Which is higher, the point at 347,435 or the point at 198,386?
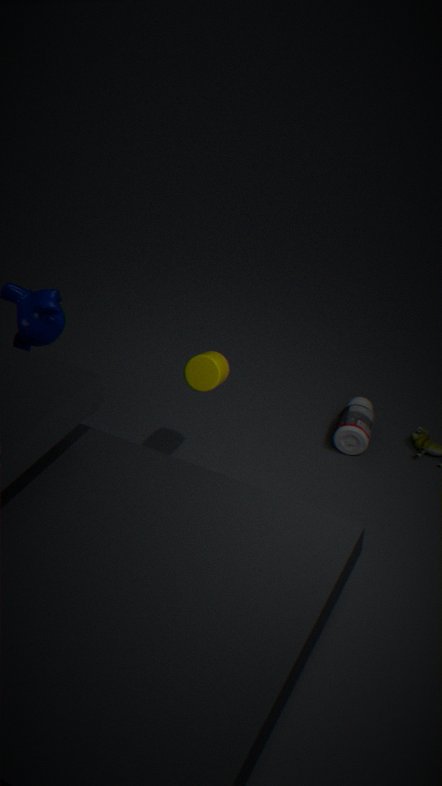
the point at 198,386
